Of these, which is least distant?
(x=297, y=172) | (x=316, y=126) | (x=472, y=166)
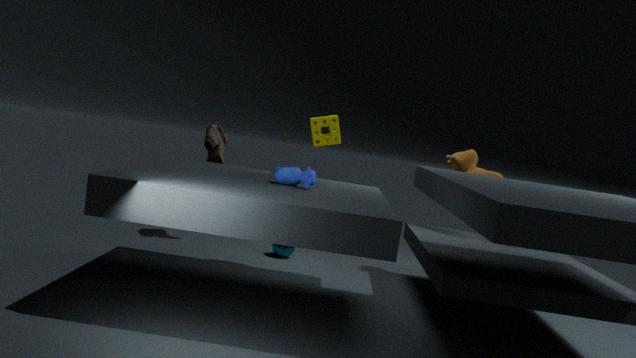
(x=297, y=172)
